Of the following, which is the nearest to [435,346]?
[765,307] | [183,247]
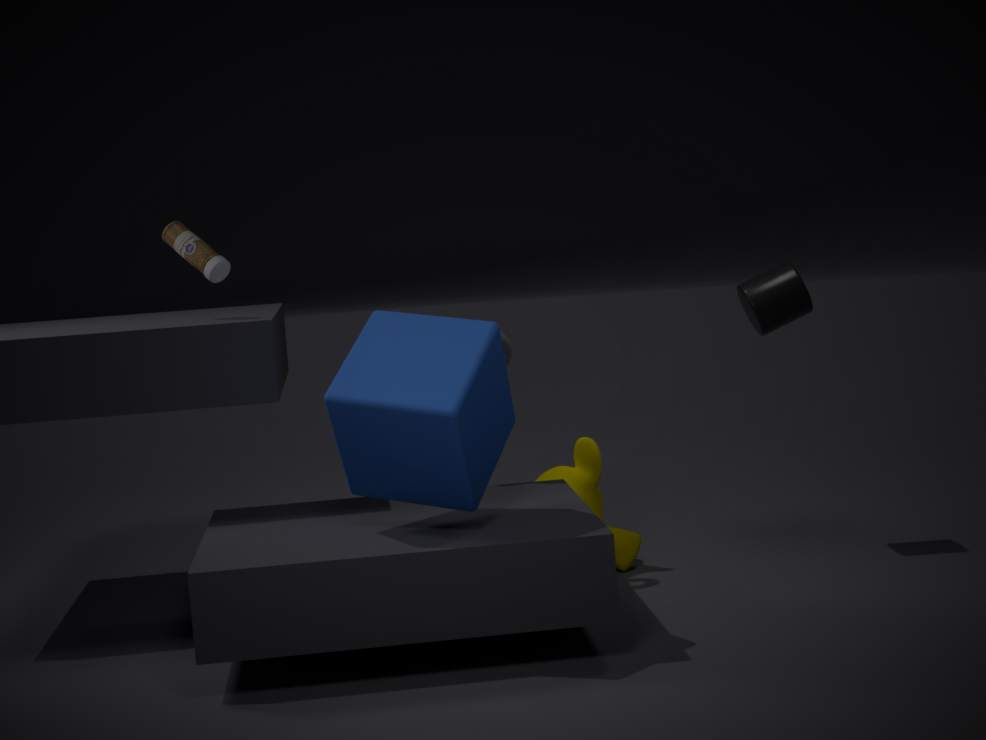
[183,247]
